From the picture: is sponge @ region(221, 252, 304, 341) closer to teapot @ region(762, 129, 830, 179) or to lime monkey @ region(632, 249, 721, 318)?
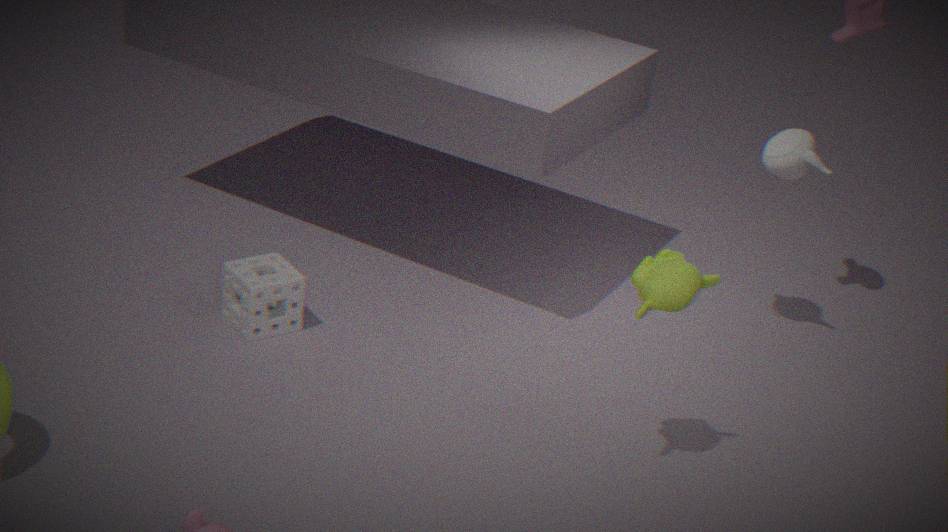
lime monkey @ region(632, 249, 721, 318)
